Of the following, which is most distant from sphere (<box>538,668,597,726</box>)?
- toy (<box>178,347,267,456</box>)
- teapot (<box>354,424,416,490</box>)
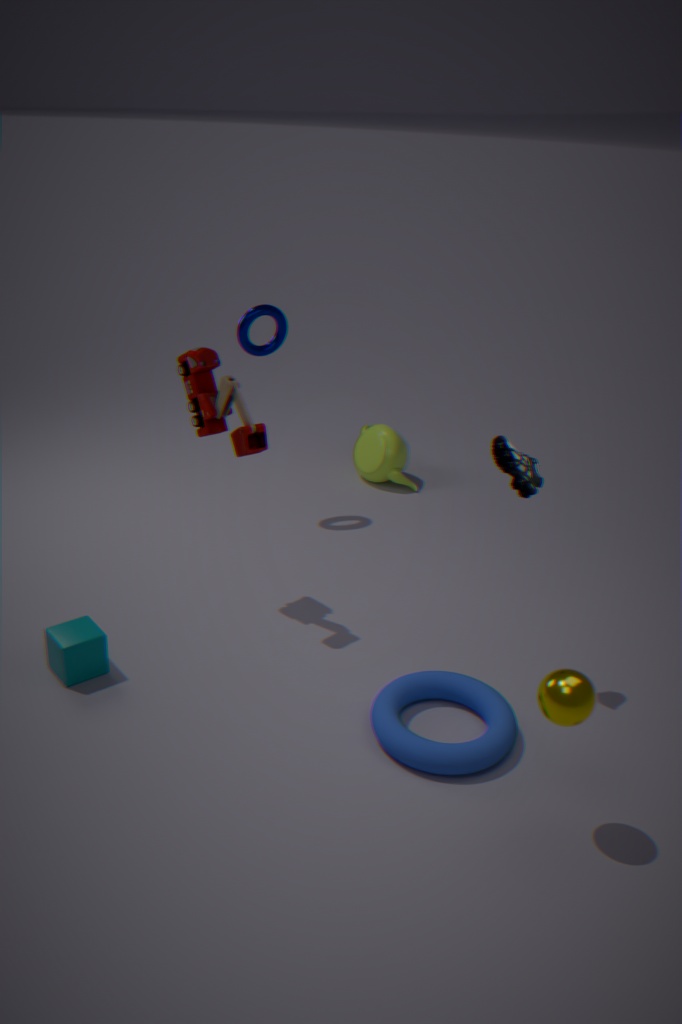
teapot (<box>354,424,416,490</box>)
